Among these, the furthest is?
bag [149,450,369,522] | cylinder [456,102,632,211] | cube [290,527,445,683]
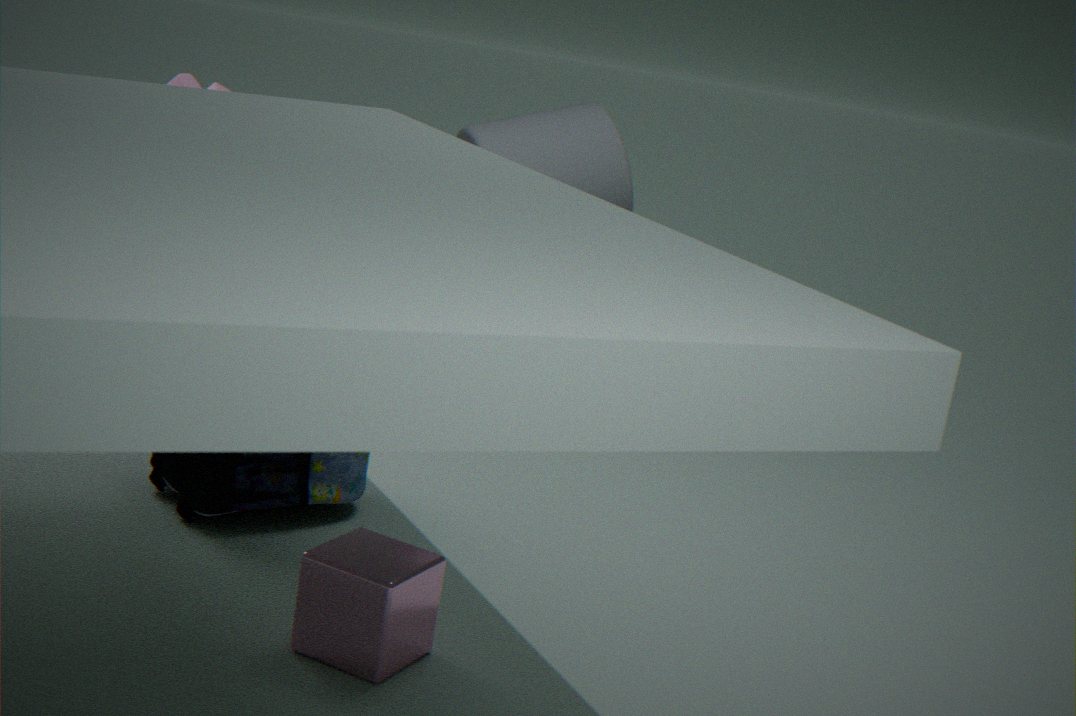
cylinder [456,102,632,211]
